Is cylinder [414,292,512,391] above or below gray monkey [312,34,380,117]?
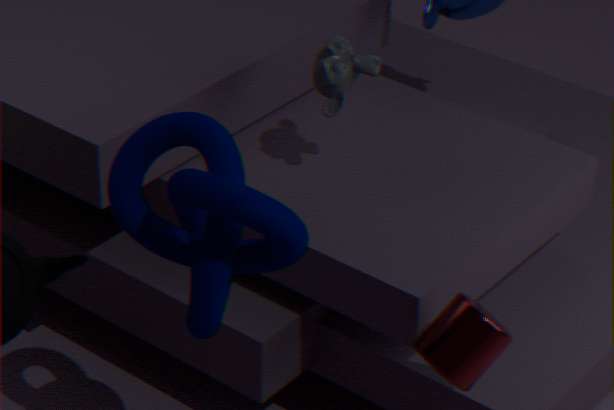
below
